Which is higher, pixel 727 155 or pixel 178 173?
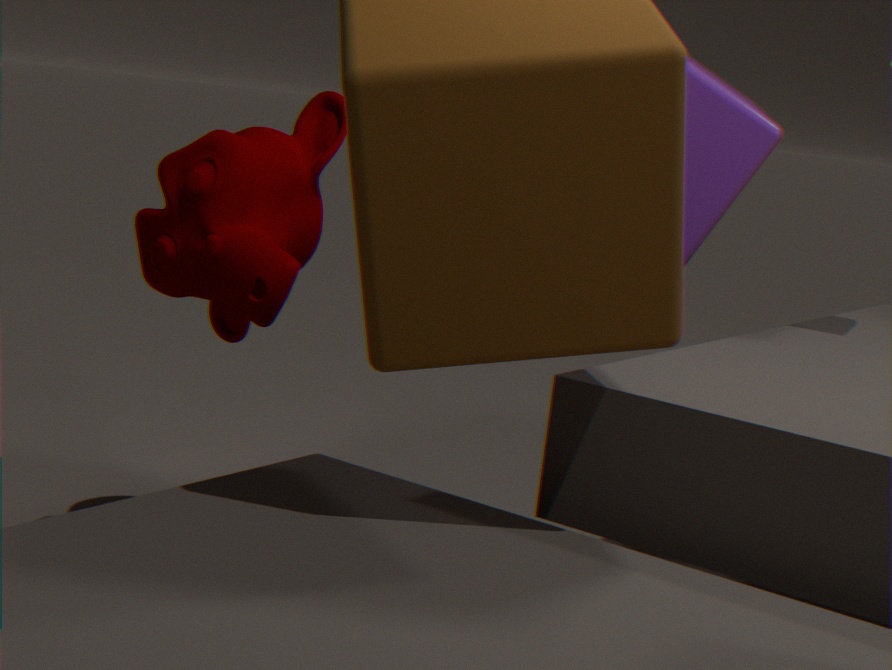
pixel 727 155
